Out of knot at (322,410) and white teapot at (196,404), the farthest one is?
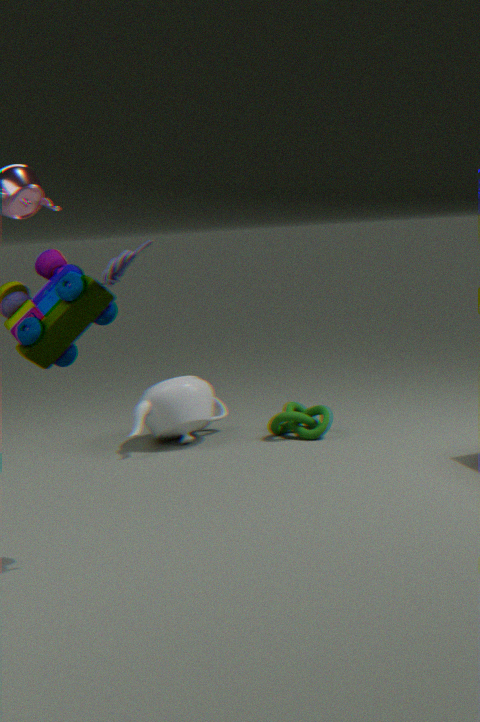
knot at (322,410)
